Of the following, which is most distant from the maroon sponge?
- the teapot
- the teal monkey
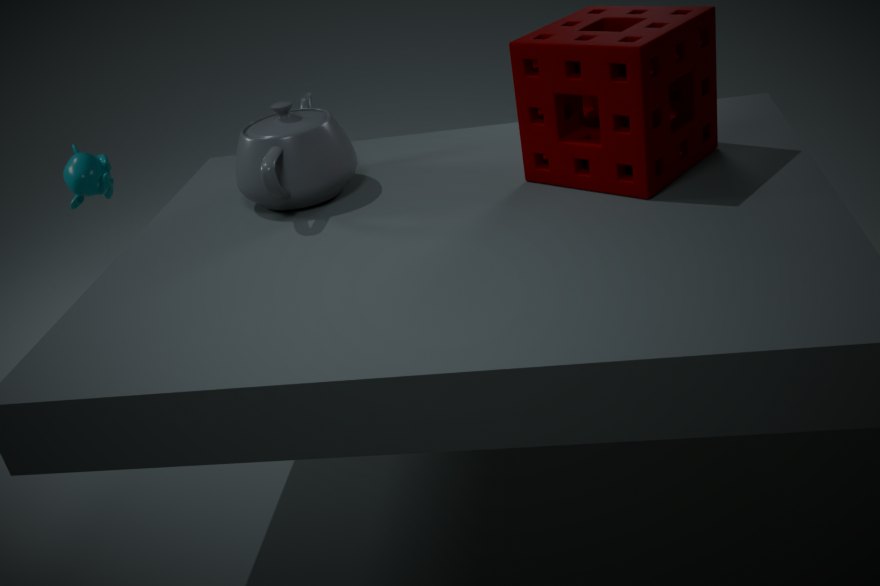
the teal monkey
